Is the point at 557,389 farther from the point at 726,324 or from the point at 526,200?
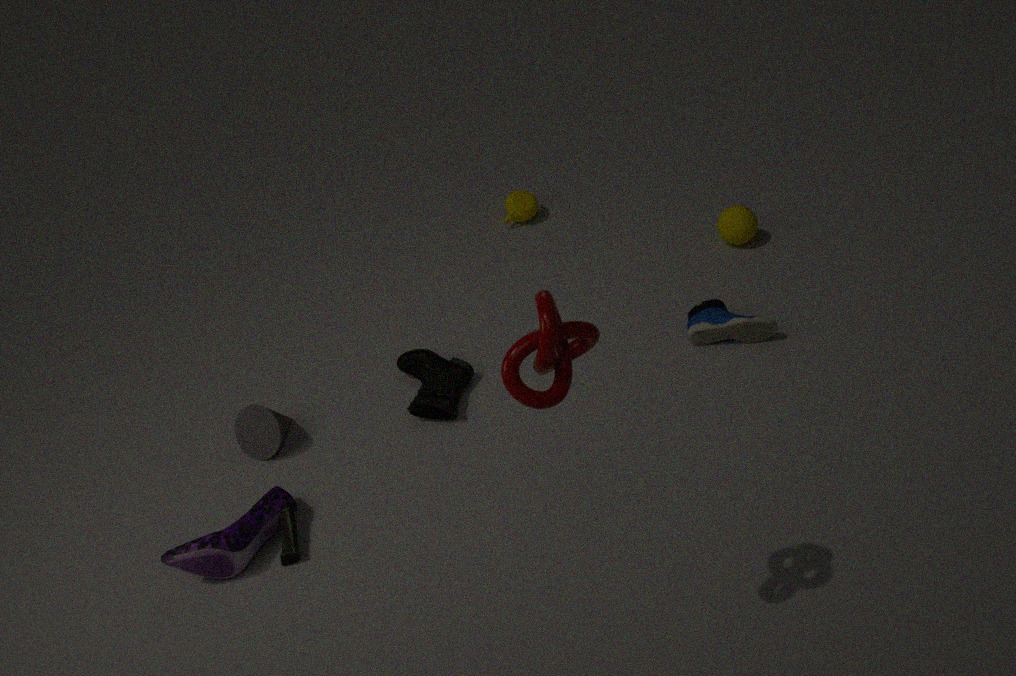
the point at 526,200
